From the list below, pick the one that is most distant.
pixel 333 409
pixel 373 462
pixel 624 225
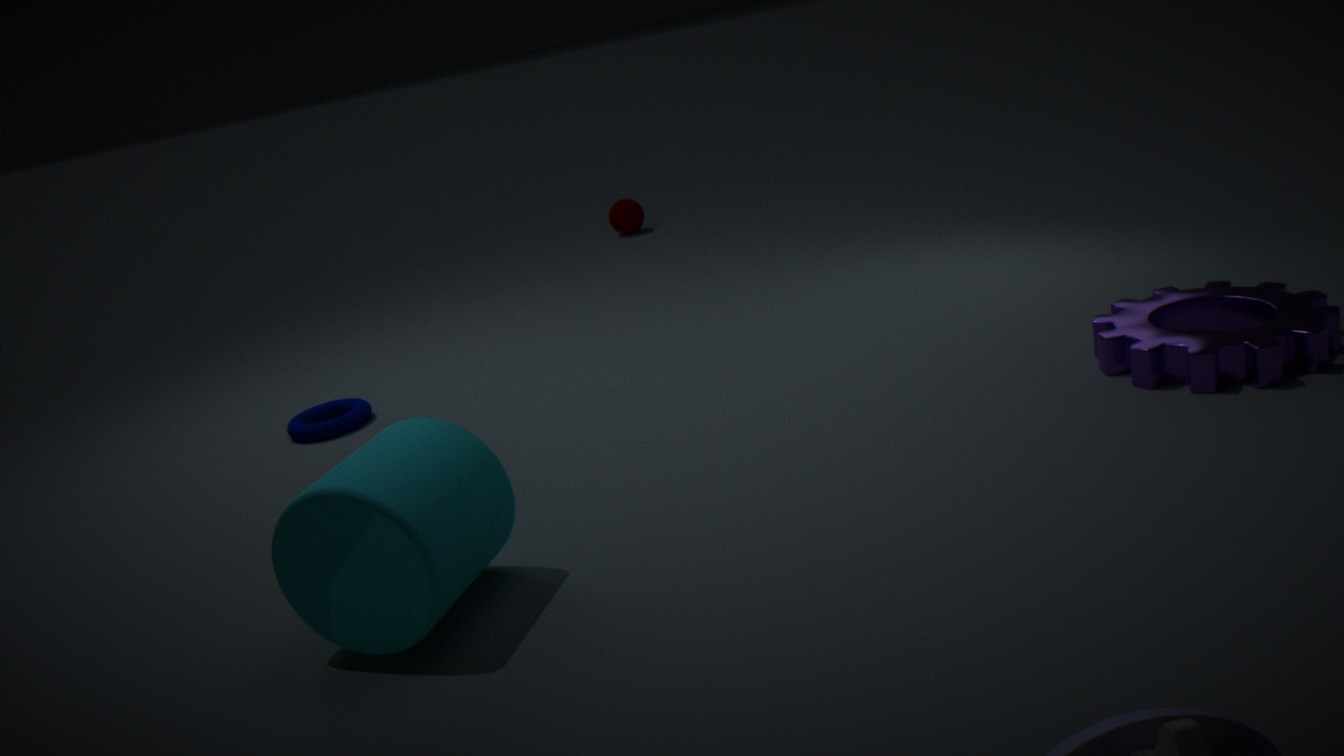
pixel 624 225
